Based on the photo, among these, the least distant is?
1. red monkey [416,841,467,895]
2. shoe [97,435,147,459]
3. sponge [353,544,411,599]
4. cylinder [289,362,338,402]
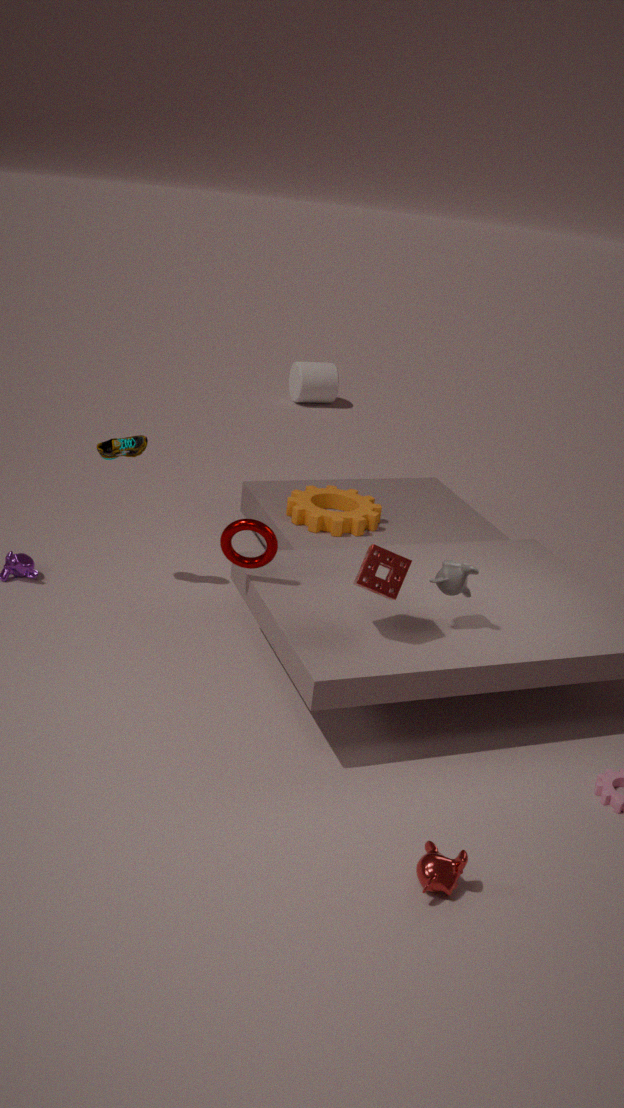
red monkey [416,841,467,895]
